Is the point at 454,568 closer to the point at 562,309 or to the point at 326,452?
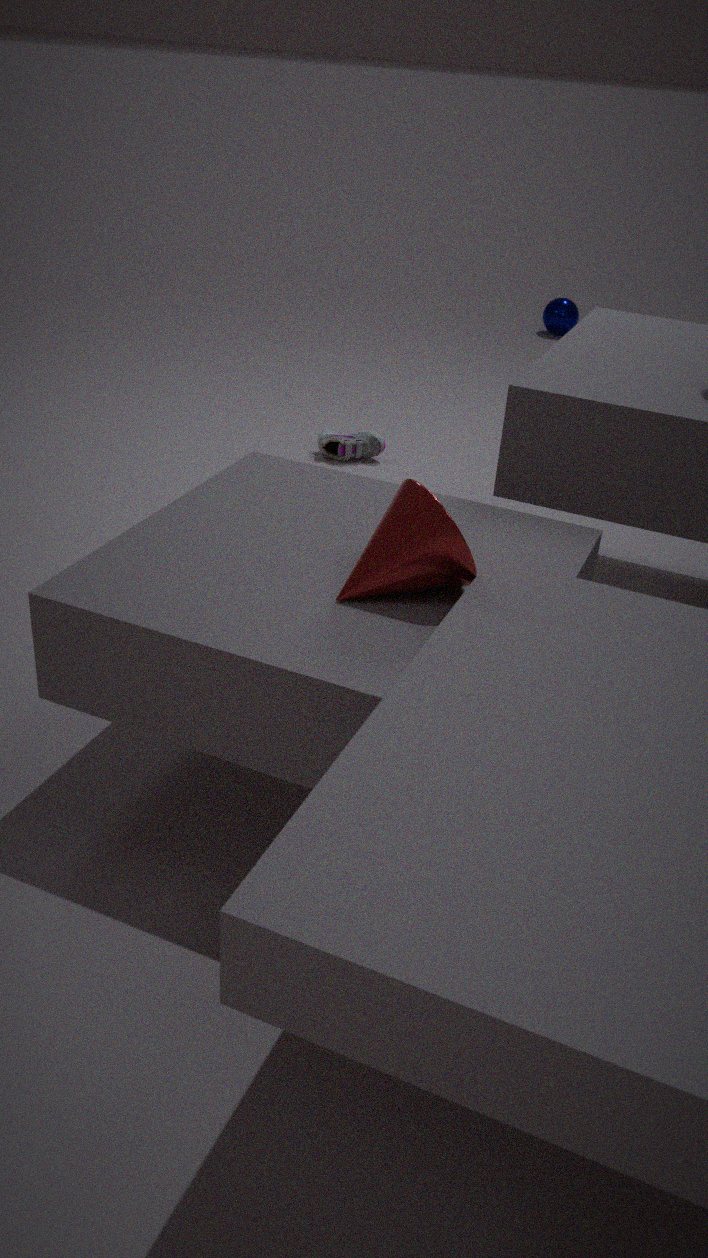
the point at 326,452
